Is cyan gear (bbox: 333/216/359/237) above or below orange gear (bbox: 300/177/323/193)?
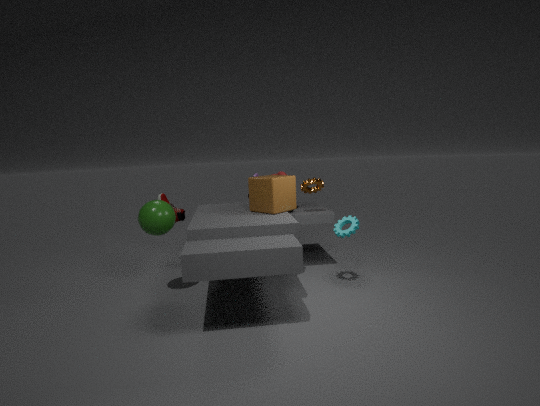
below
